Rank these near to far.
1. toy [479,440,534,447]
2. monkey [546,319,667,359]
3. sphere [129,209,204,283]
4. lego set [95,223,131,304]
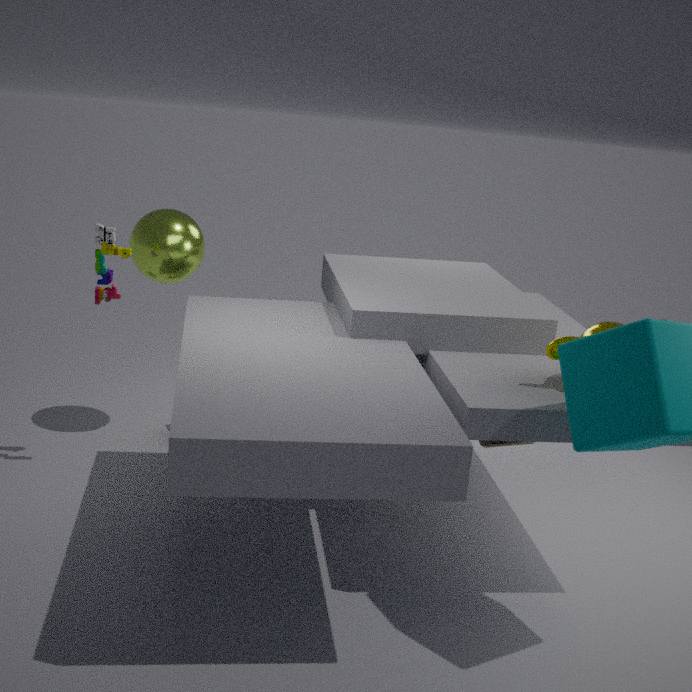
monkey [546,319,667,359] → toy [479,440,534,447] → lego set [95,223,131,304] → sphere [129,209,204,283]
